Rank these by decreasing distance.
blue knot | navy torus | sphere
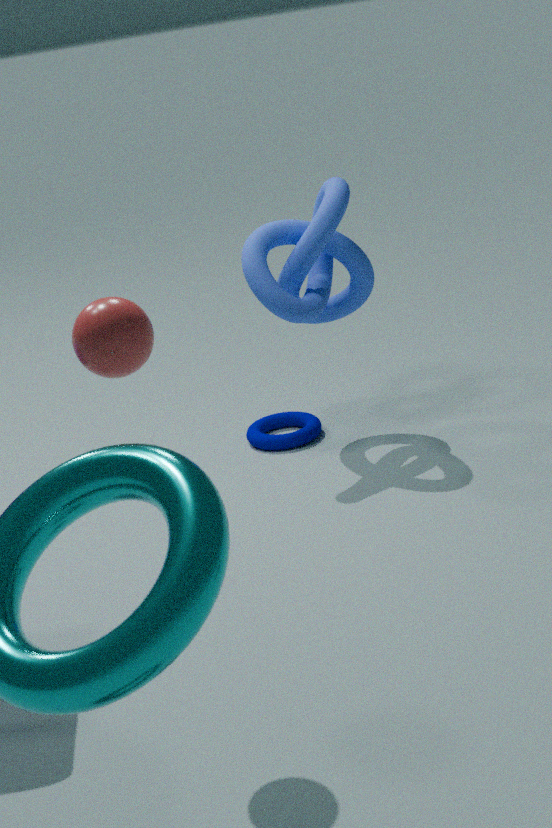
navy torus, blue knot, sphere
